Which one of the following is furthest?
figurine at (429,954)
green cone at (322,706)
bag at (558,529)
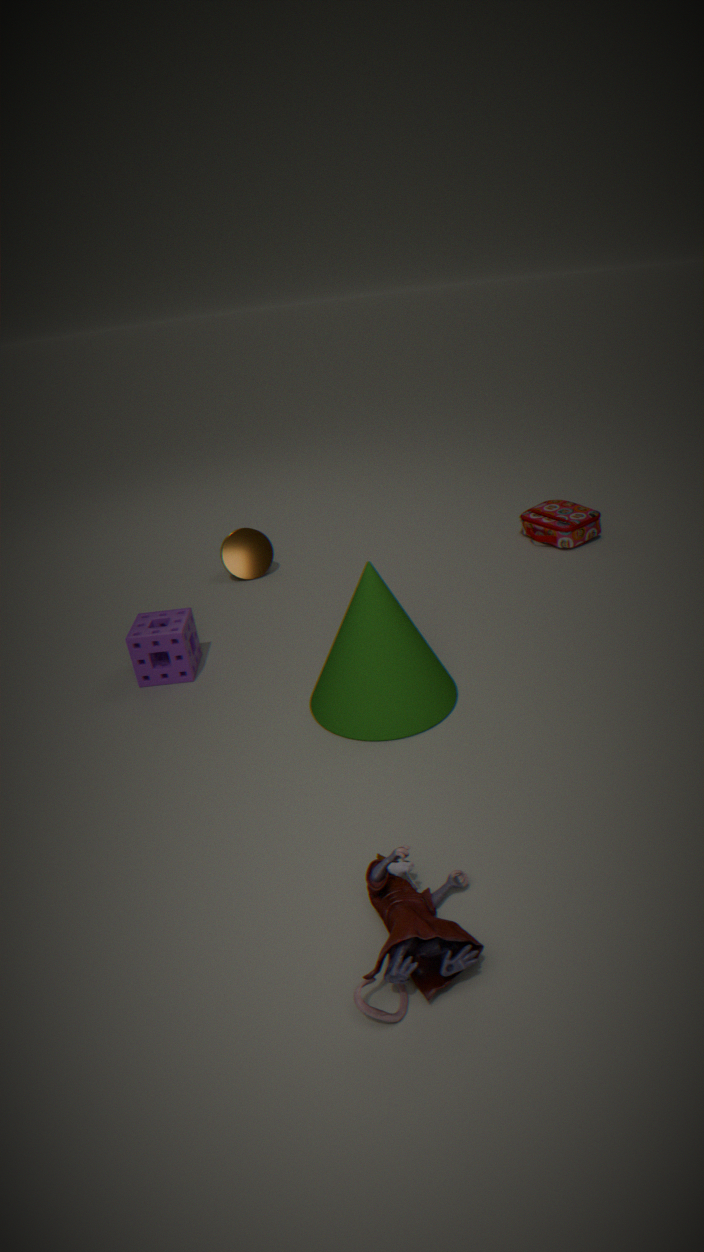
bag at (558,529)
